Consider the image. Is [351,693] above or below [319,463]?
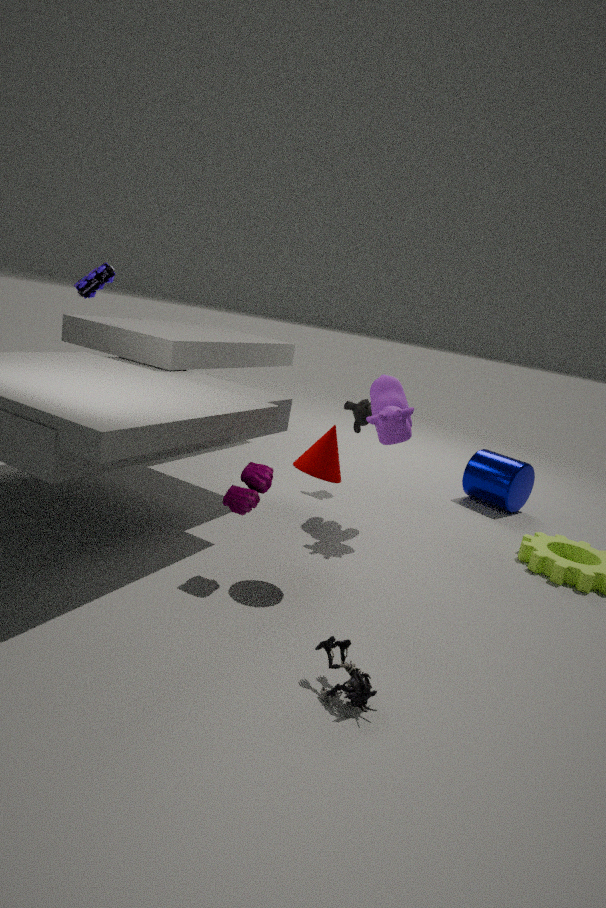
below
